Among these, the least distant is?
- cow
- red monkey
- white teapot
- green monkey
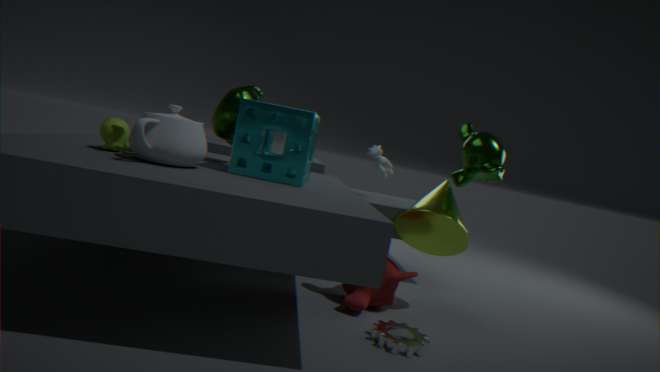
white teapot
